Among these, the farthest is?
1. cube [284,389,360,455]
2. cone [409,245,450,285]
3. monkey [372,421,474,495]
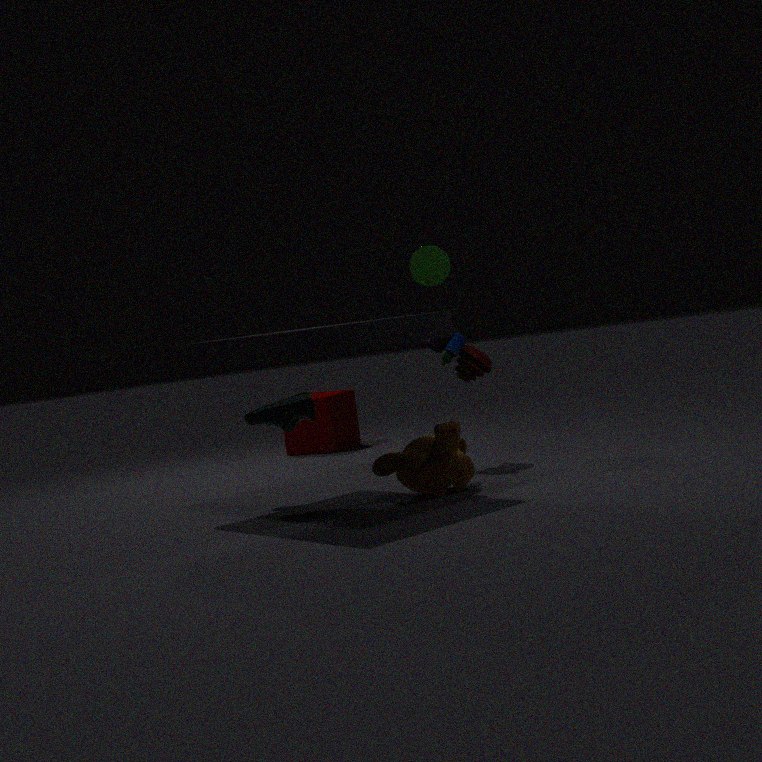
cube [284,389,360,455]
